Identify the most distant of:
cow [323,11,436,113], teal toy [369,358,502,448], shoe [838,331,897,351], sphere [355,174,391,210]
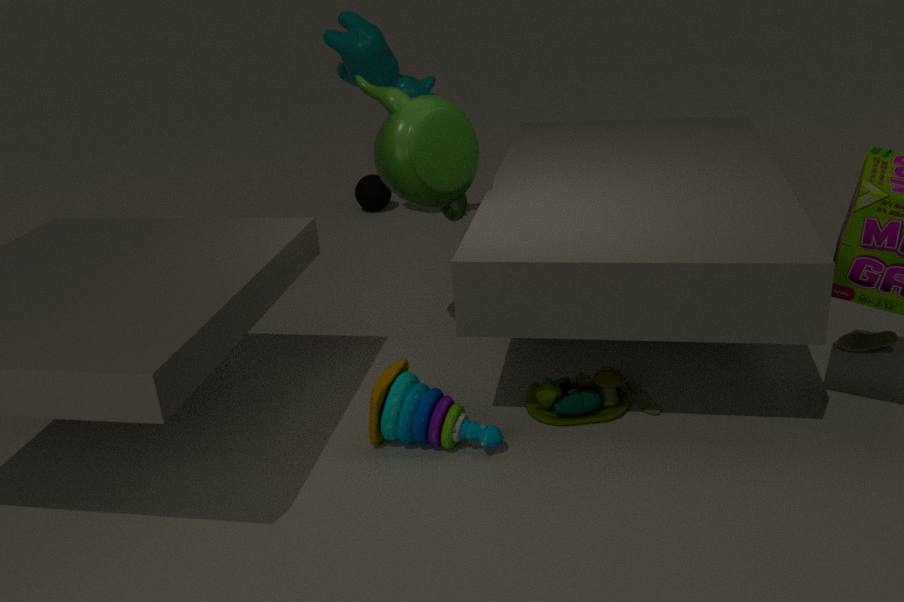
sphere [355,174,391,210]
